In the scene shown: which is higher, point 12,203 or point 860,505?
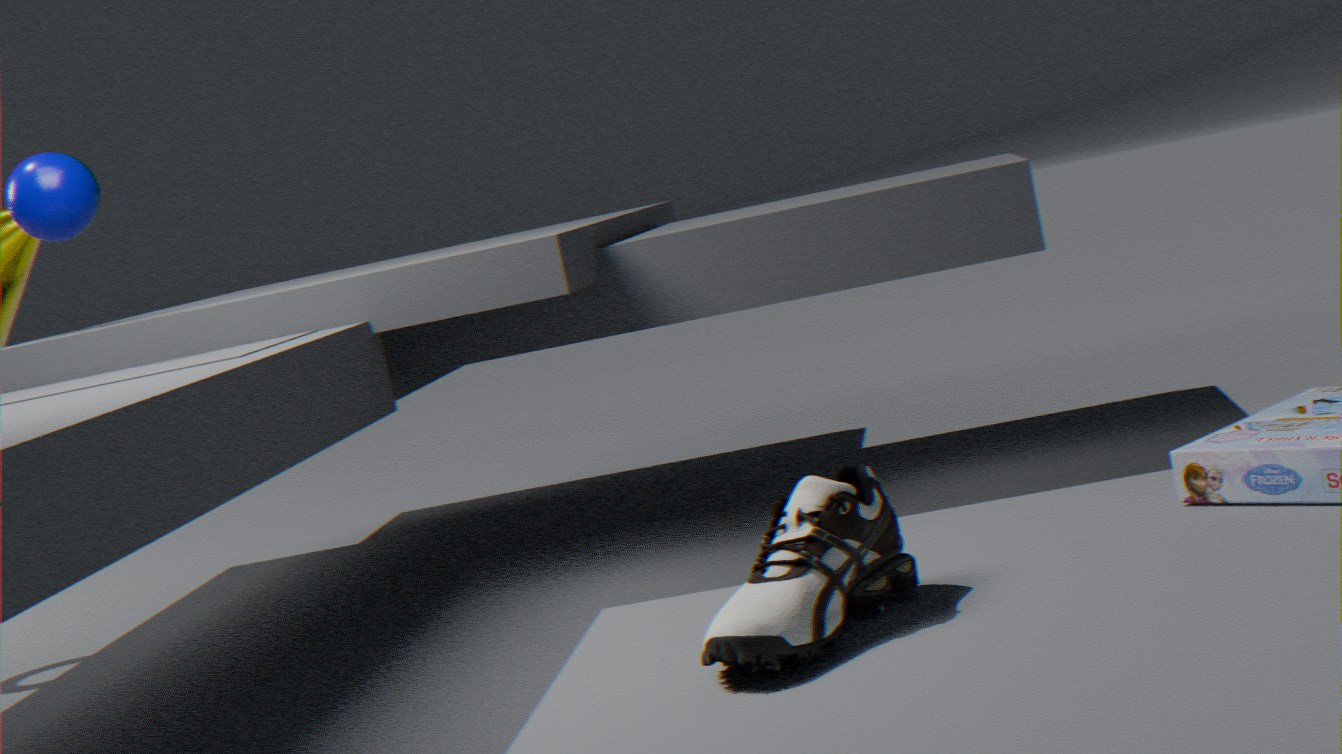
point 12,203
